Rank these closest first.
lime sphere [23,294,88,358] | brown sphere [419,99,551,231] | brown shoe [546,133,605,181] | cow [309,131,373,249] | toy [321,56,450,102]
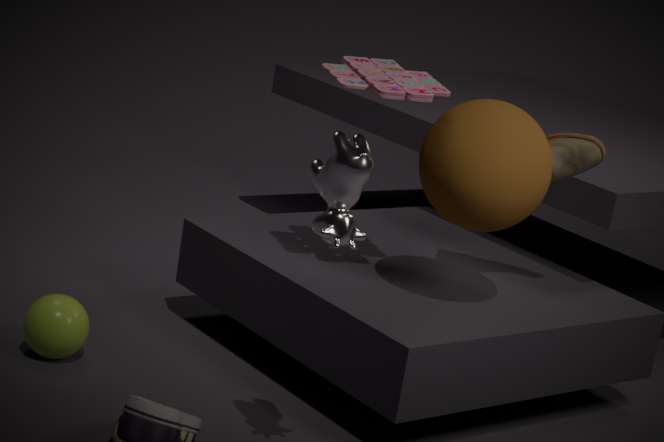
cow [309,131,373,249]
brown sphere [419,99,551,231]
toy [321,56,450,102]
lime sphere [23,294,88,358]
brown shoe [546,133,605,181]
